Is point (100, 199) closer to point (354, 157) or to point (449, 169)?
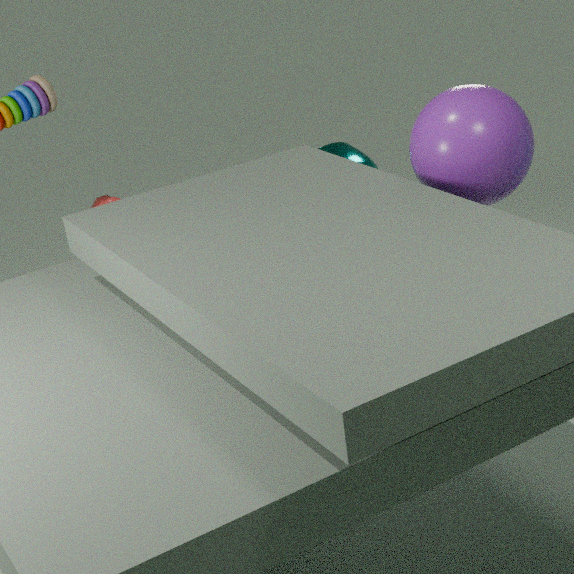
point (354, 157)
